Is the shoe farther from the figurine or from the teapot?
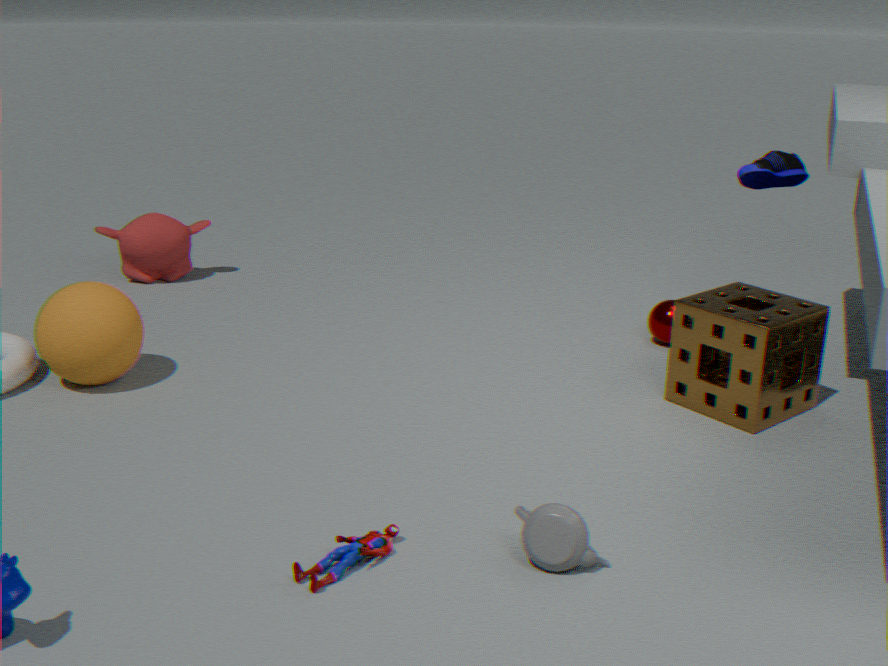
the figurine
